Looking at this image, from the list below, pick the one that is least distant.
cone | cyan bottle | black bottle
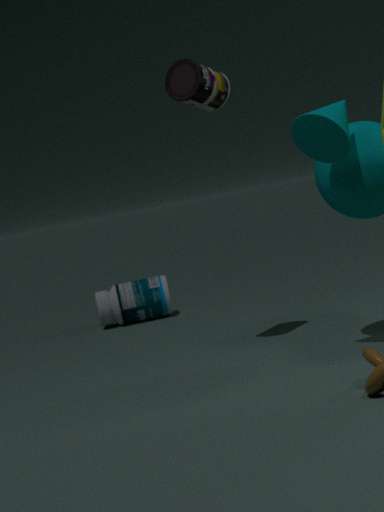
cone
